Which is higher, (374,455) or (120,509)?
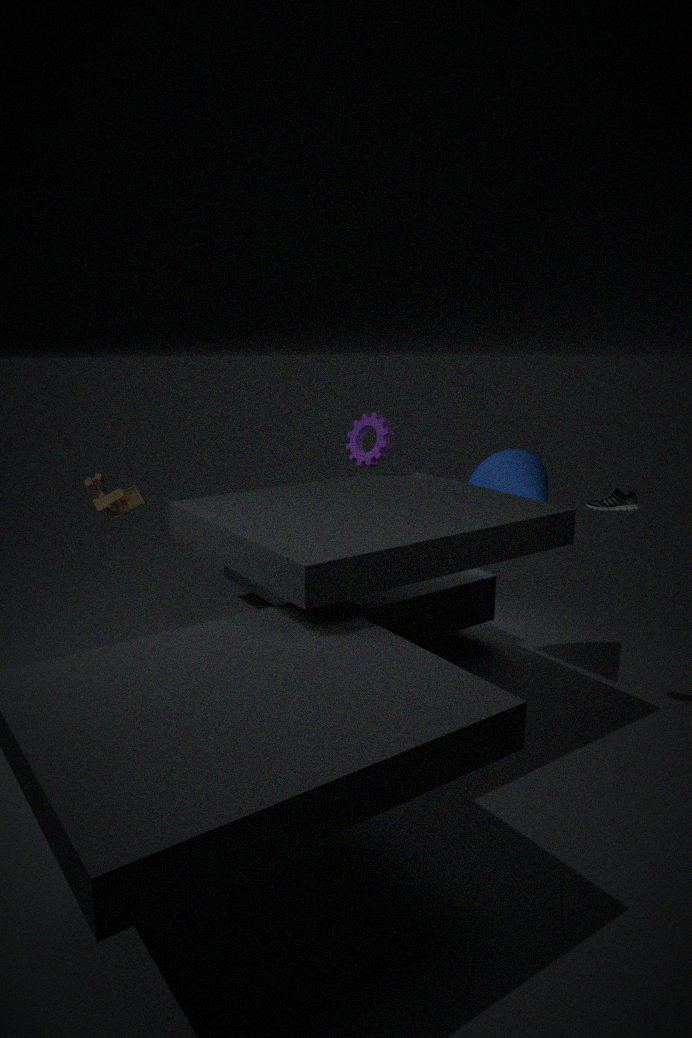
(374,455)
